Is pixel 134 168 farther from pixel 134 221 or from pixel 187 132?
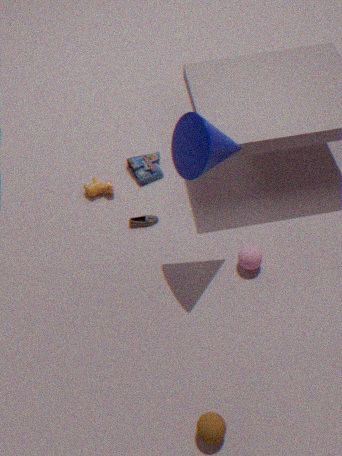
pixel 187 132
